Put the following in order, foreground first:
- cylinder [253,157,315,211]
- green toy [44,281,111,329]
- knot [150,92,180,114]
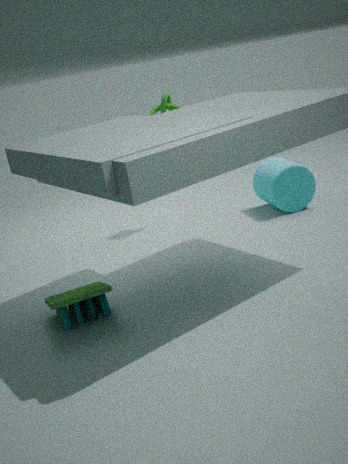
green toy [44,281,111,329] → cylinder [253,157,315,211] → knot [150,92,180,114]
